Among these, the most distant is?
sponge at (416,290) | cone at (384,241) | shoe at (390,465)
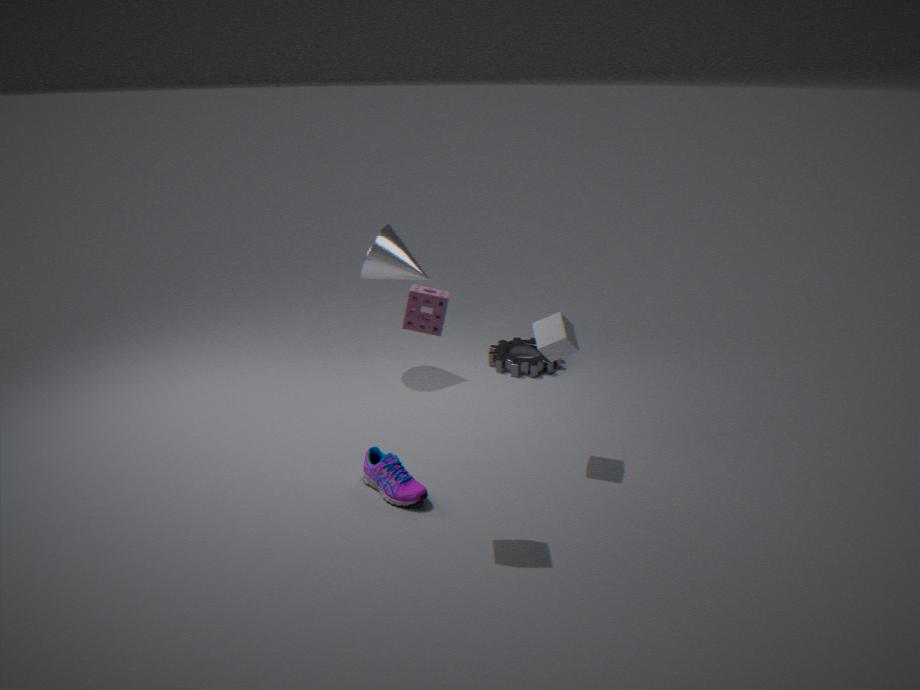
cone at (384,241)
